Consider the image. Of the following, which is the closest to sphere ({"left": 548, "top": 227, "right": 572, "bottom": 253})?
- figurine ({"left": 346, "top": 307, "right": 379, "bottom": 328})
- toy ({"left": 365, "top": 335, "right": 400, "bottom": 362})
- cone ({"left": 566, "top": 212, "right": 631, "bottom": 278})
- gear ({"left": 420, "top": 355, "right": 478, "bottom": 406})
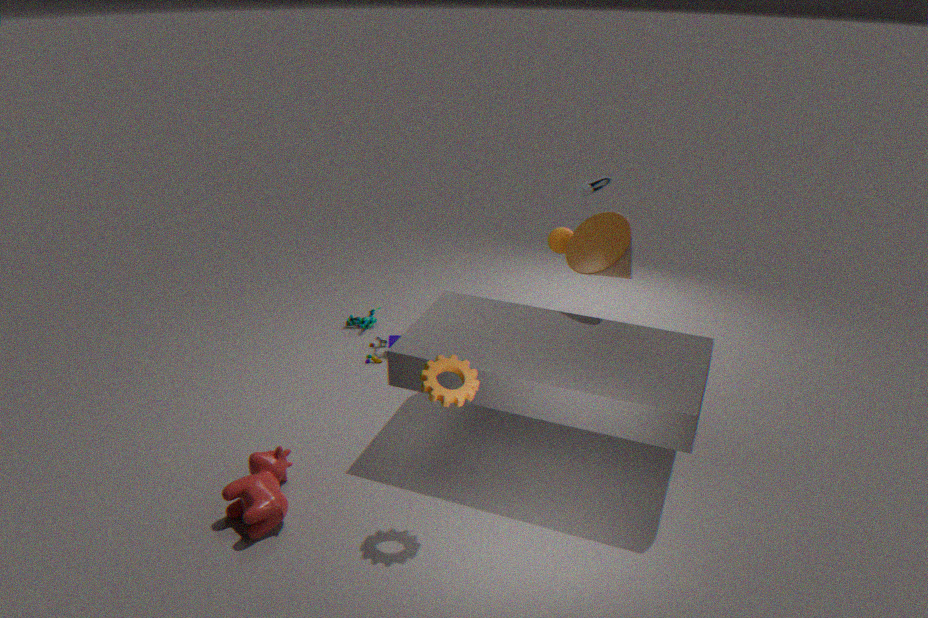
cone ({"left": 566, "top": 212, "right": 631, "bottom": 278})
